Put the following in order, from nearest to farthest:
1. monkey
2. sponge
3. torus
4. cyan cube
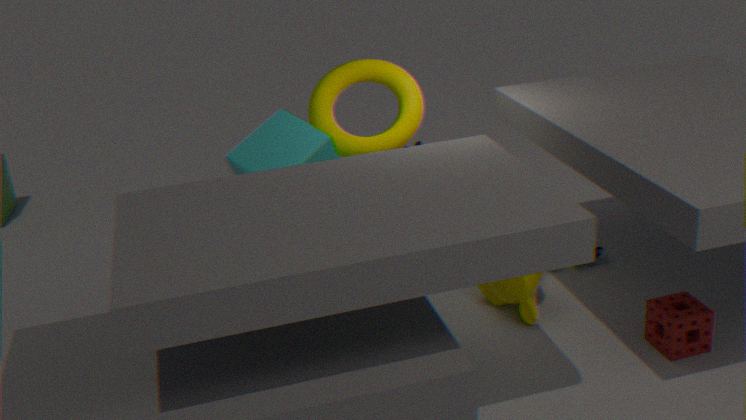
sponge
monkey
cyan cube
torus
